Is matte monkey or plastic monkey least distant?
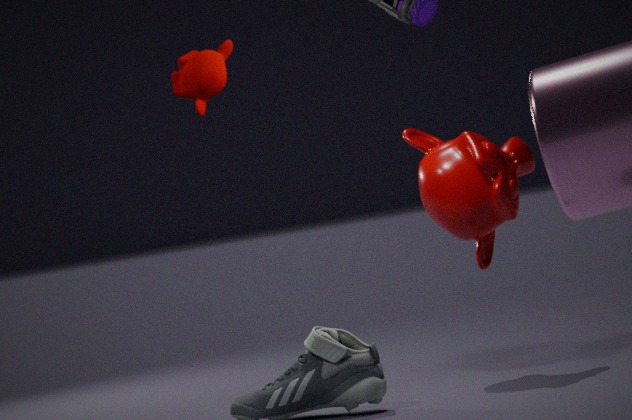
matte monkey
